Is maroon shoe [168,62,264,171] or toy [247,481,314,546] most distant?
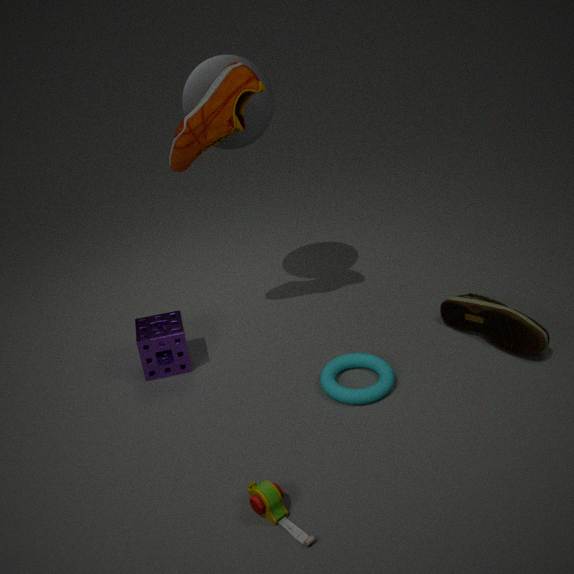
maroon shoe [168,62,264,171]
